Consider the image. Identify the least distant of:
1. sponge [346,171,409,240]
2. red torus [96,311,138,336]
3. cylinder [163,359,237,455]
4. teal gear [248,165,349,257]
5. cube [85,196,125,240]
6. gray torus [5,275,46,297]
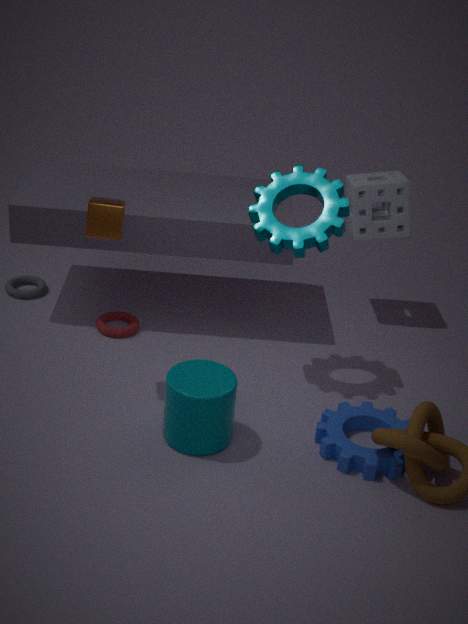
cylinder [163,359,237,455]
